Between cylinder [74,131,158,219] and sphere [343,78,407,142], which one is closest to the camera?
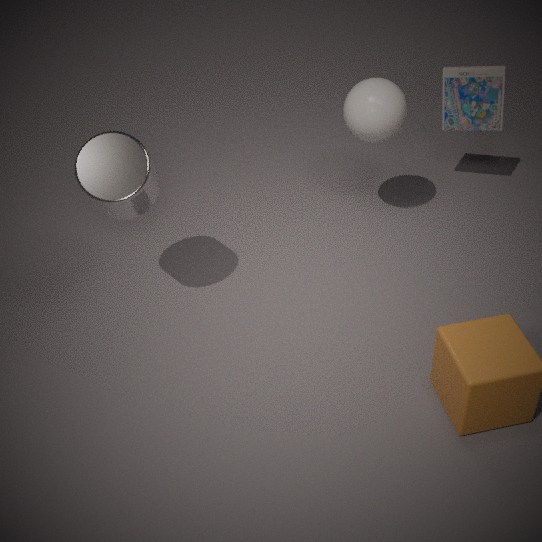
cylinder [74,131,158,219]
